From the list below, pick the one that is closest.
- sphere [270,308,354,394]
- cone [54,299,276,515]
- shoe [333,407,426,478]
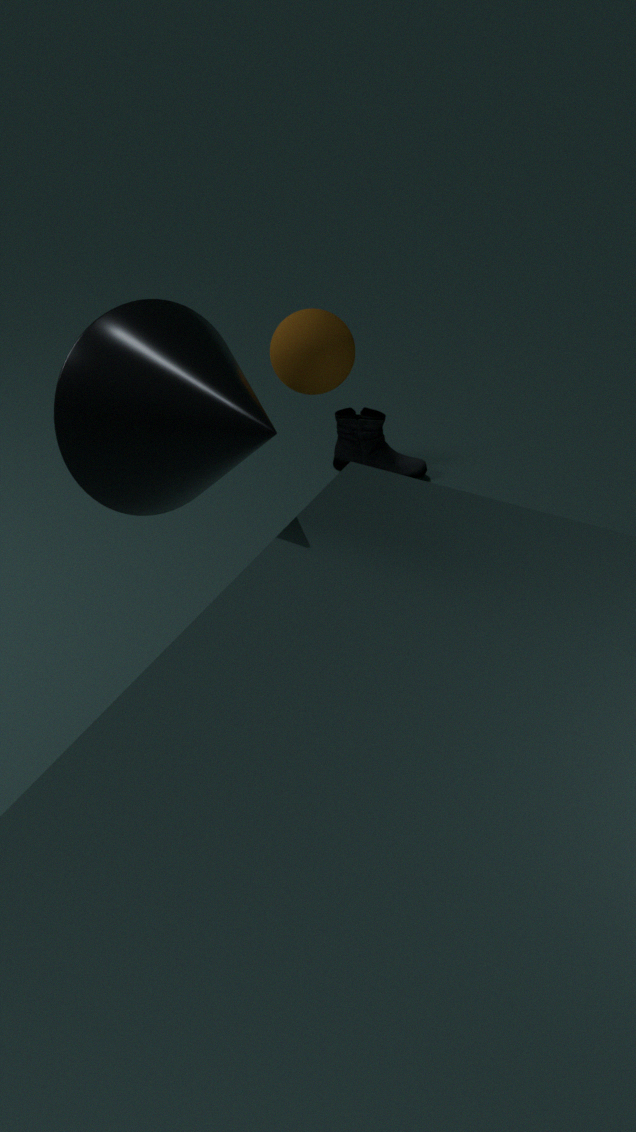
cone [54,299,276,515]
